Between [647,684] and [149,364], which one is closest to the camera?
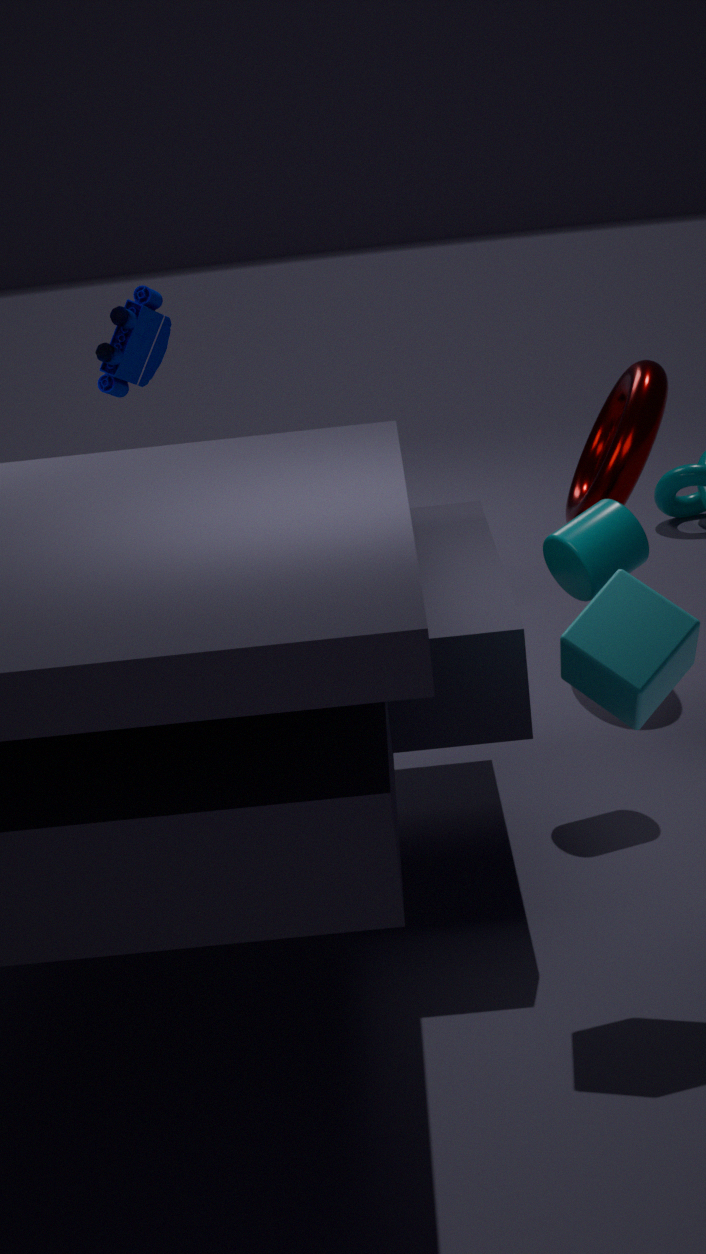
[647,684]
